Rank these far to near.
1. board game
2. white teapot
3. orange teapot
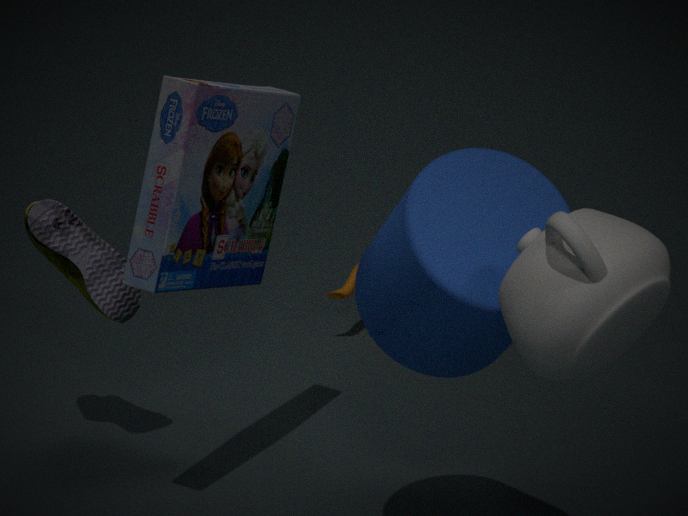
orange teapot → board game → white teapot
